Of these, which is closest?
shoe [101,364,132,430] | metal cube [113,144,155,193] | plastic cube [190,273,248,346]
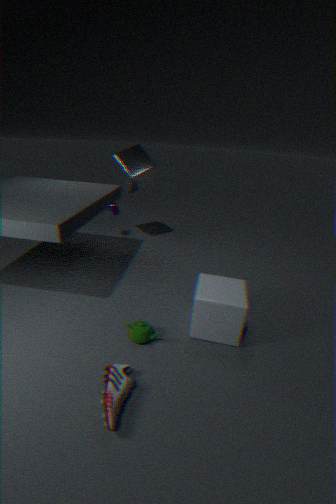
shoe [101,364,132,430]
